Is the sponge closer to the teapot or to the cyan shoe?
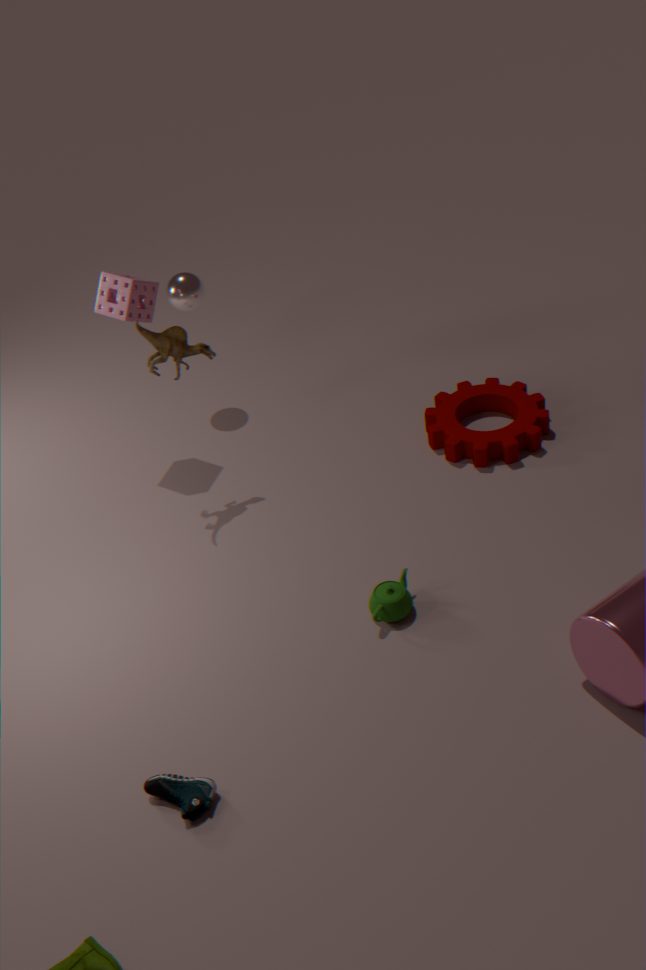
the teapot
